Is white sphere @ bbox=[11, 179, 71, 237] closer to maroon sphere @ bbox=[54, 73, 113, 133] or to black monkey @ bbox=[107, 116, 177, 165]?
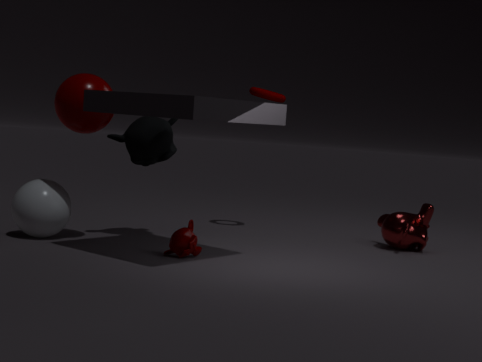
maroon sphere @ bbox=[54, 73, 113, 133]
